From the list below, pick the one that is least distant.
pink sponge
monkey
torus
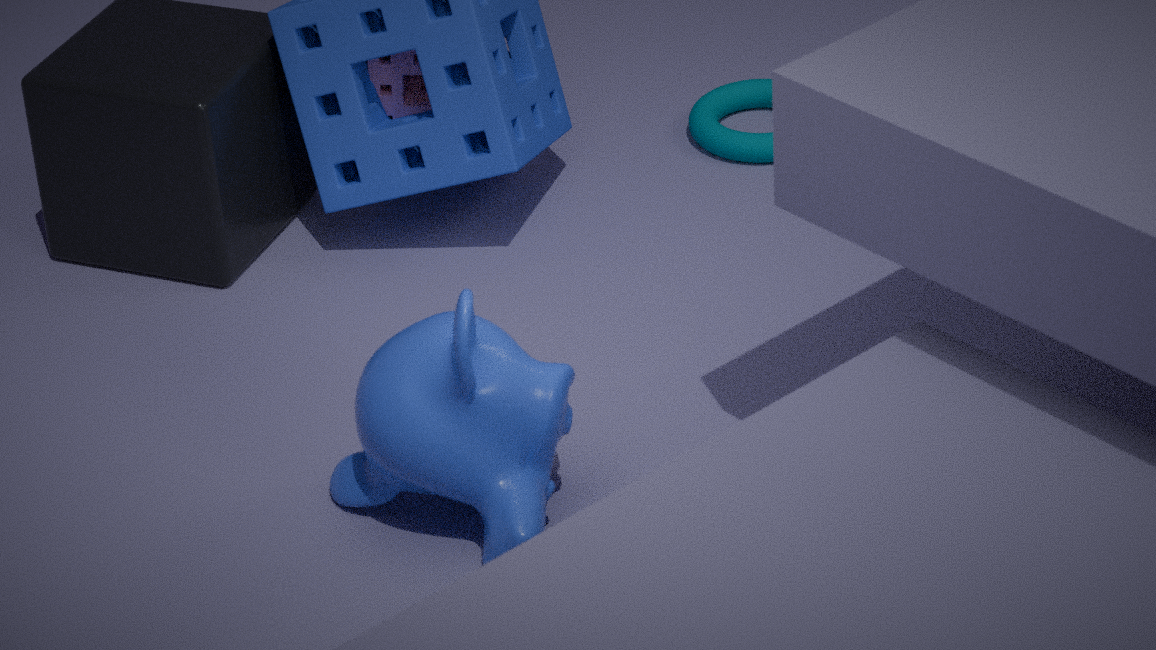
monkey
